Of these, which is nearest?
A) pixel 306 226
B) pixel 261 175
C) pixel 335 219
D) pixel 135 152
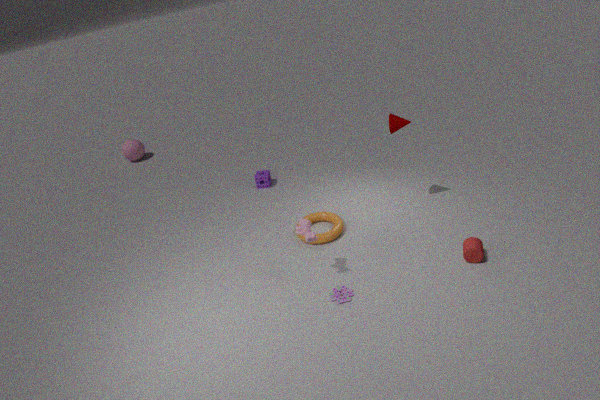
A. pixel 306 226
